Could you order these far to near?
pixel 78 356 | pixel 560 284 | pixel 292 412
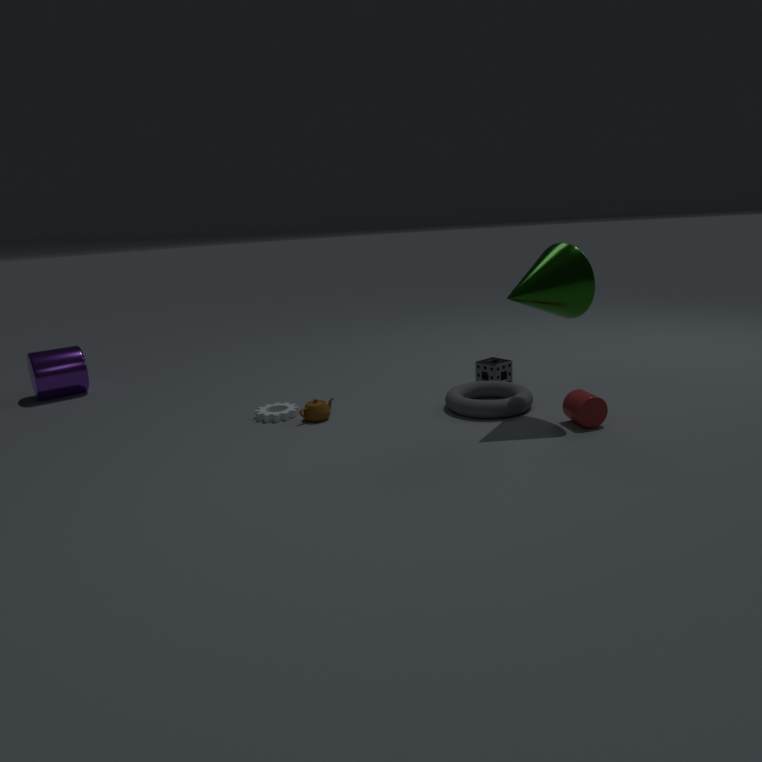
1. pixel 78 356
2. pixel 292 412
3. pixel 560 284
